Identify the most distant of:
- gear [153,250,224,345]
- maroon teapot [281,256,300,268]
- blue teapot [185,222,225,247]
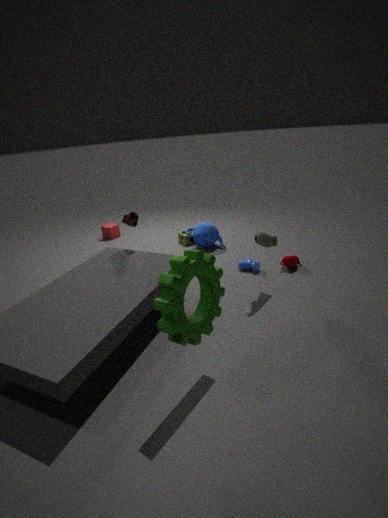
blue teapot [185,222,225,247]
